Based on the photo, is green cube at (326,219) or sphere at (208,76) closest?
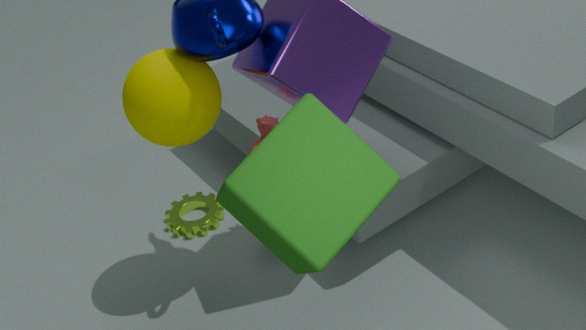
green cube at (326,219)
